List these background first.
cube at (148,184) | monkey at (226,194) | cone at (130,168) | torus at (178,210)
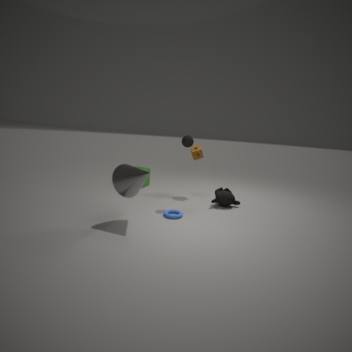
cube at (148,184), monkey at (226,194), torus at (178,210), cone at (130,168)
